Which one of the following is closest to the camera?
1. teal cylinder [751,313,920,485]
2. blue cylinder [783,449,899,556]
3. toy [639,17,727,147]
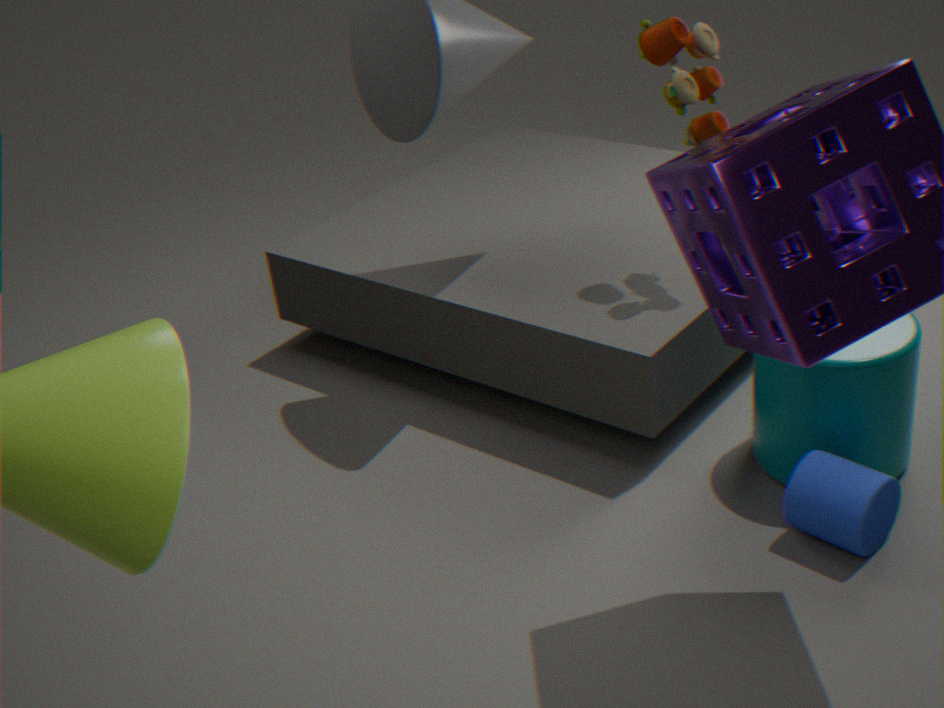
blue cylinder [783,449,899,556]
